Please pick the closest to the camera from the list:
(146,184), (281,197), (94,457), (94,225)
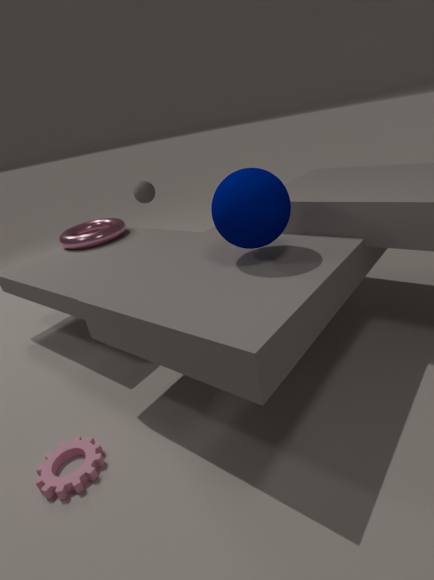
(94,457)
